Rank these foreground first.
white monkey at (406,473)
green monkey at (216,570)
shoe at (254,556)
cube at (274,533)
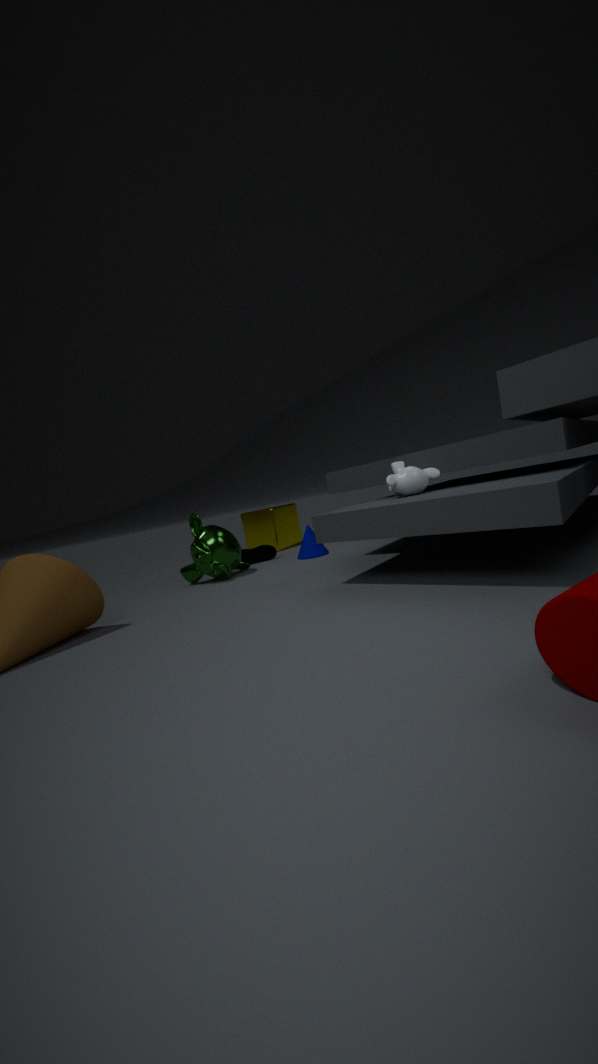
white monkey at (406,473) → green monkey at (216,570) → shoe at (254,556) → cube at (274,533)
